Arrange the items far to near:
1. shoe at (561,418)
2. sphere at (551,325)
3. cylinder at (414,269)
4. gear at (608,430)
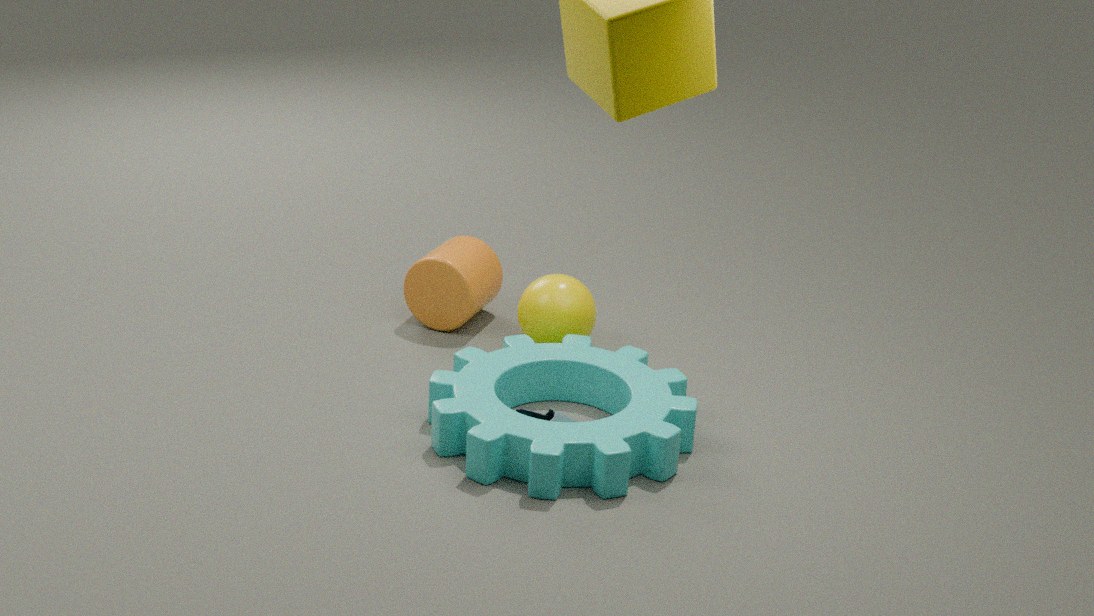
1. cylinder at (414,269)
2. sphere at (551,325)
3. shoe at (561,418)
4. gear at (608,430)
